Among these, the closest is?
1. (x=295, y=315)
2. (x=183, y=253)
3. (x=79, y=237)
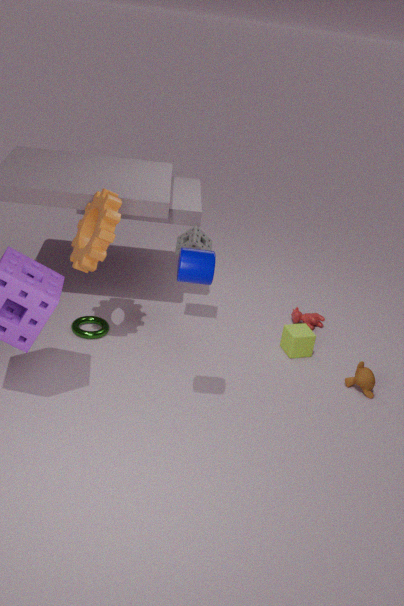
(x=183, y=253)
